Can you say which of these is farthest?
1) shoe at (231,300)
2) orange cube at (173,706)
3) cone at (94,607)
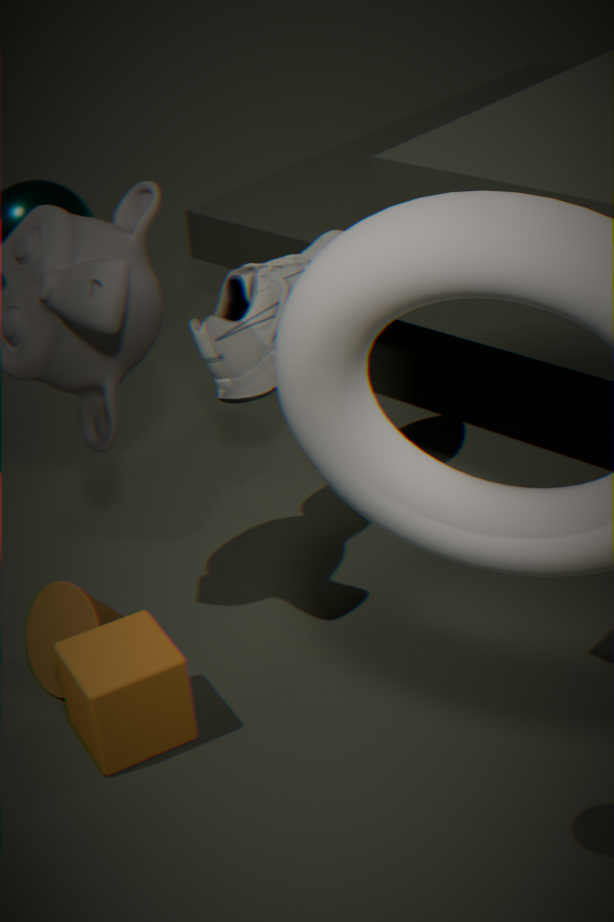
1. shoe at (231,300)
